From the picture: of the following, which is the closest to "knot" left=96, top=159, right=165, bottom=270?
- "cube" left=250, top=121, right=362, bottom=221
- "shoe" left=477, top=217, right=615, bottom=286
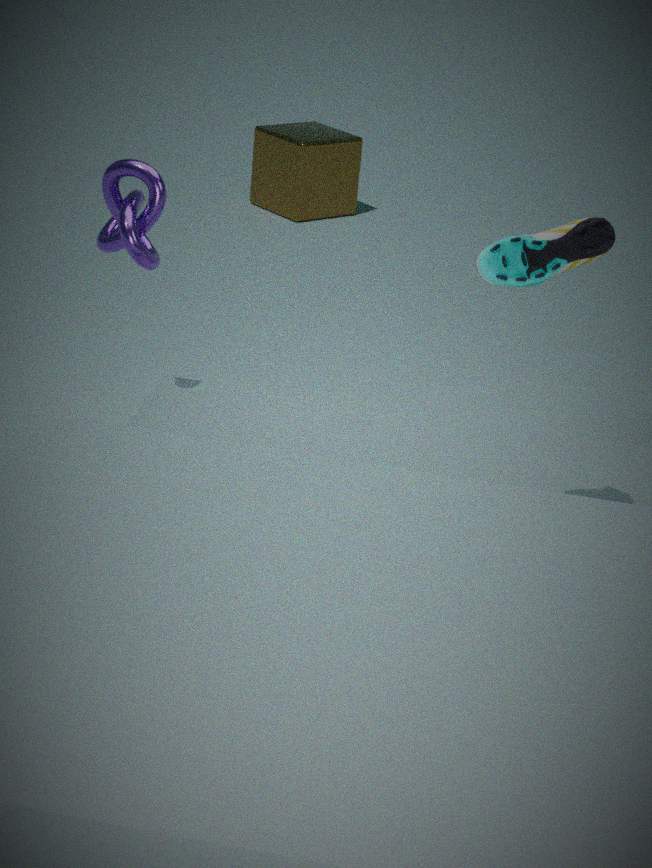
"shoe" left=477, top=217, right=615, bottom=286
